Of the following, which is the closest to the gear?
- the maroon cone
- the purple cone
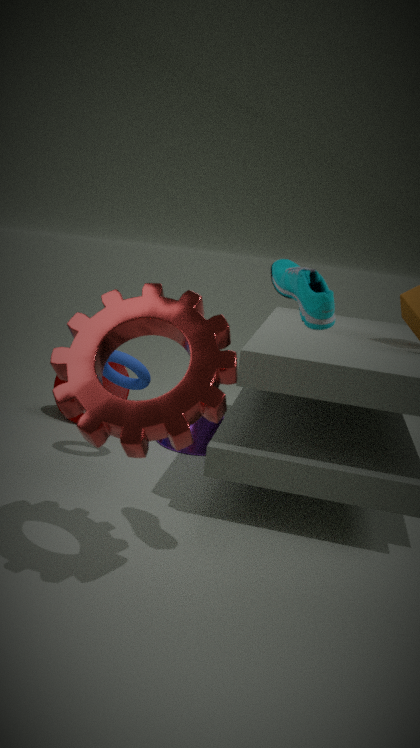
the purple cone
